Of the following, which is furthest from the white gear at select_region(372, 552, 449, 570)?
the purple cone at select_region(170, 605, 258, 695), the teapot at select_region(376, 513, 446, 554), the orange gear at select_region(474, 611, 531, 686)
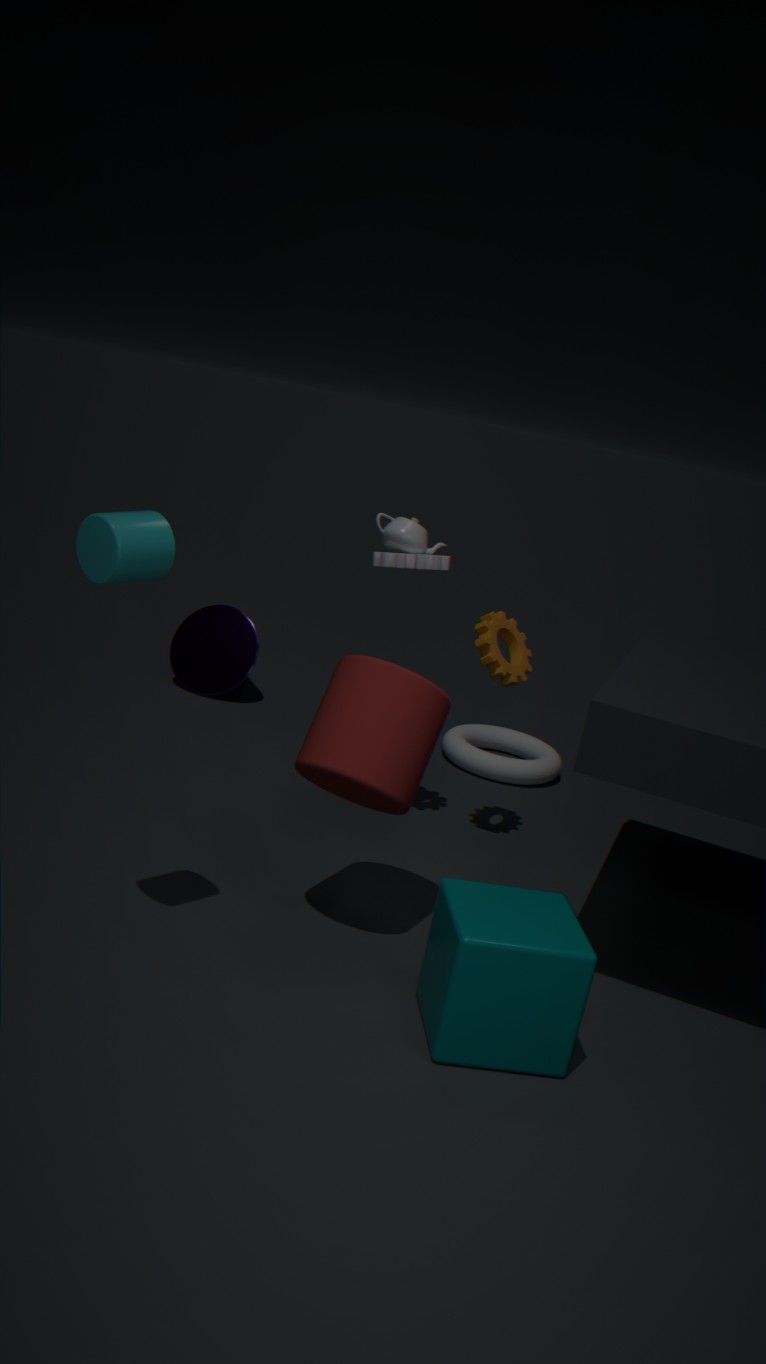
the purple cone at select_region(170, 605, 258, 695)
